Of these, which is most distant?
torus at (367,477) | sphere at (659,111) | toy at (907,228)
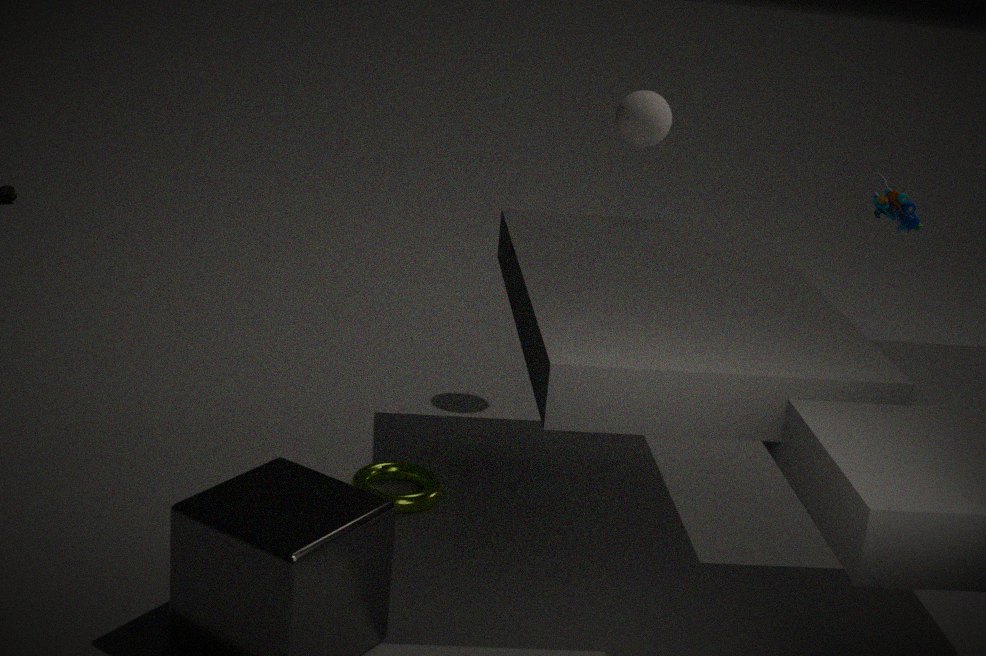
toy at (907,228)
